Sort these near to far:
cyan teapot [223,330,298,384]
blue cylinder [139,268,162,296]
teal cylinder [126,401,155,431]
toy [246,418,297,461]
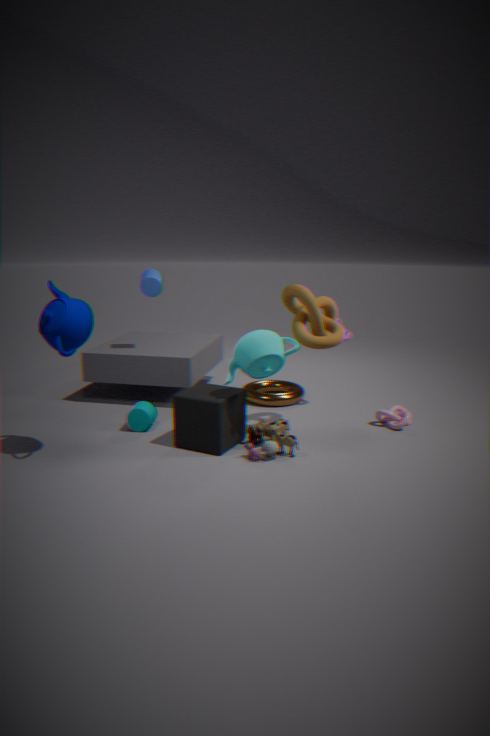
cyan teapot [223,330,298,384]
toy [246,418,297,461]
teal cylinder [126,401,155,431]
blue cylinder [139,268,162,296]
